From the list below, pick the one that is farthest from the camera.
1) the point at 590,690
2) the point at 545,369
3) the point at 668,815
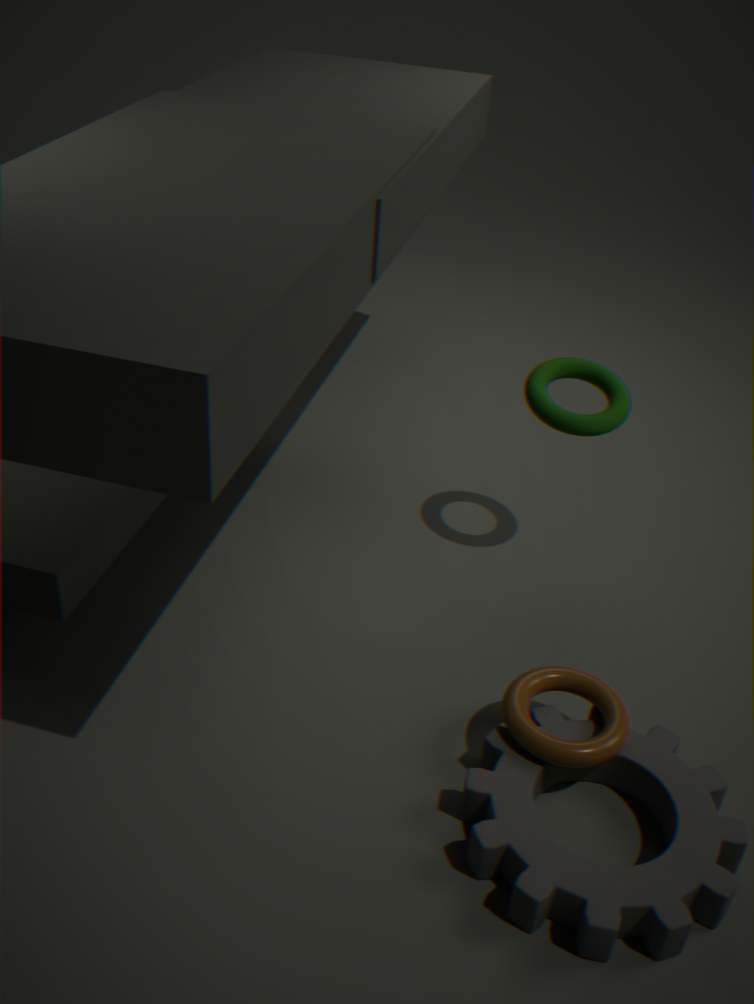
2. the point at 545,369
